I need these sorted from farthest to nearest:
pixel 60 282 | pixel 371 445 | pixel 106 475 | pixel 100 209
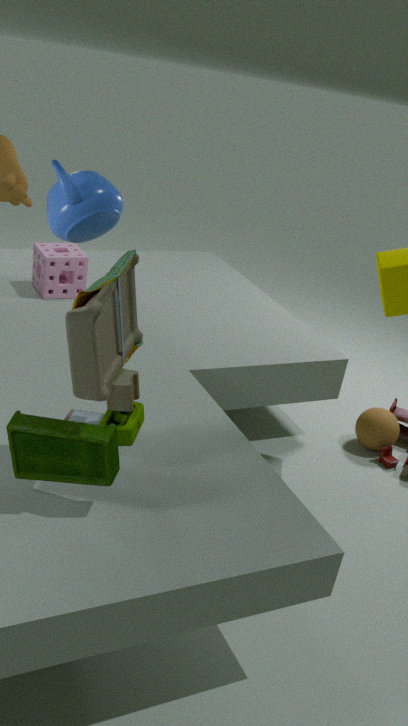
pixel 60 282 < pixel 371 445 < pixel 106 475 < pixel 100 209
